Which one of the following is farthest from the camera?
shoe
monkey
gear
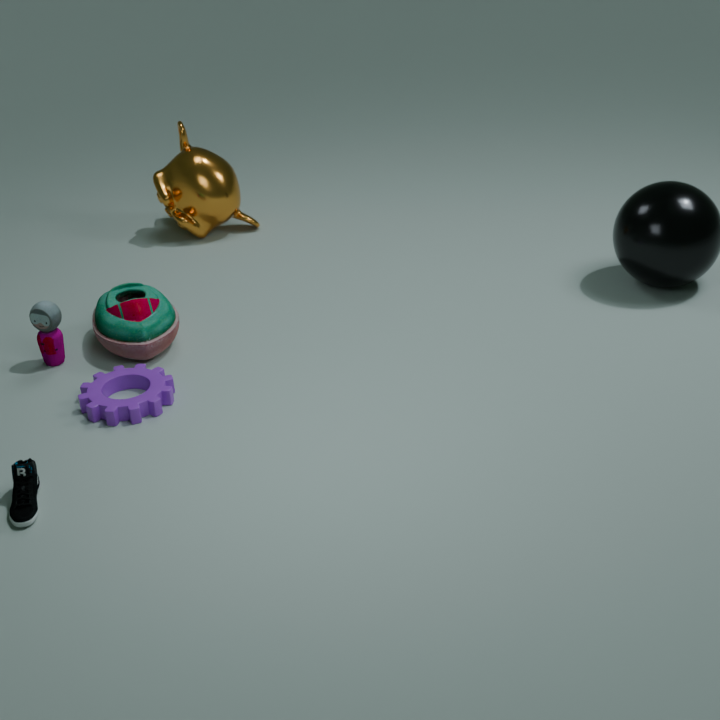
monkey
